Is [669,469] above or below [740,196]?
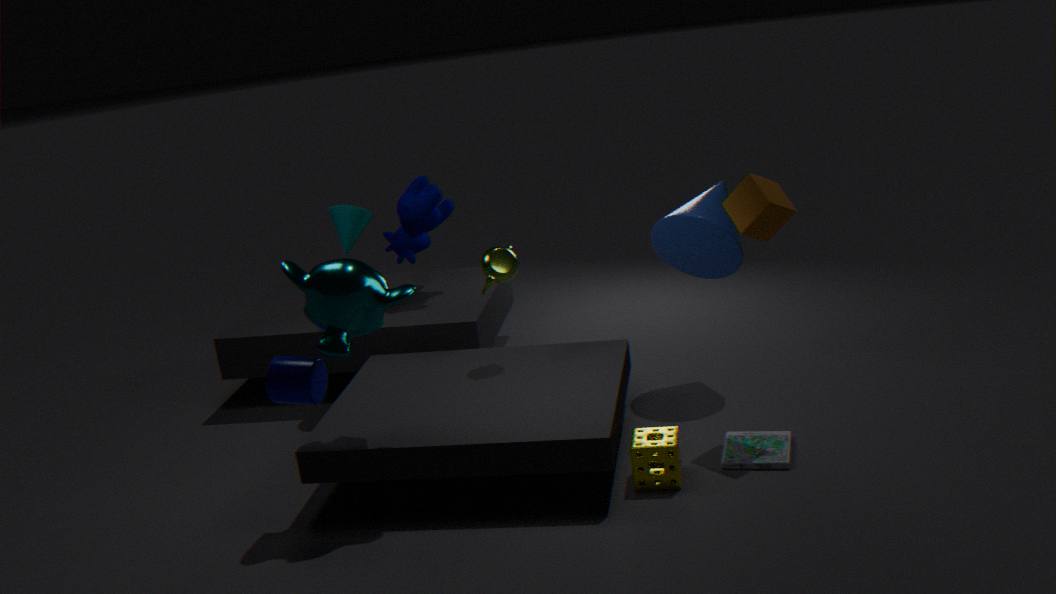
below
